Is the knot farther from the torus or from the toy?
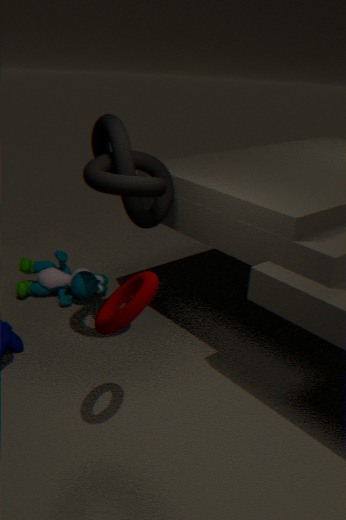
the toy
